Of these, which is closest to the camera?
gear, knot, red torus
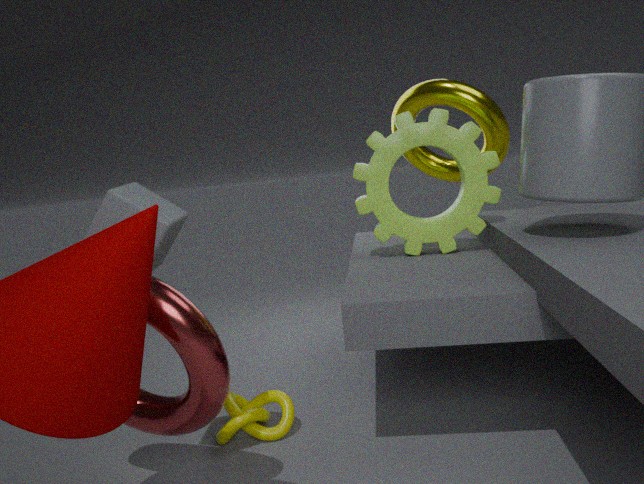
red torus
